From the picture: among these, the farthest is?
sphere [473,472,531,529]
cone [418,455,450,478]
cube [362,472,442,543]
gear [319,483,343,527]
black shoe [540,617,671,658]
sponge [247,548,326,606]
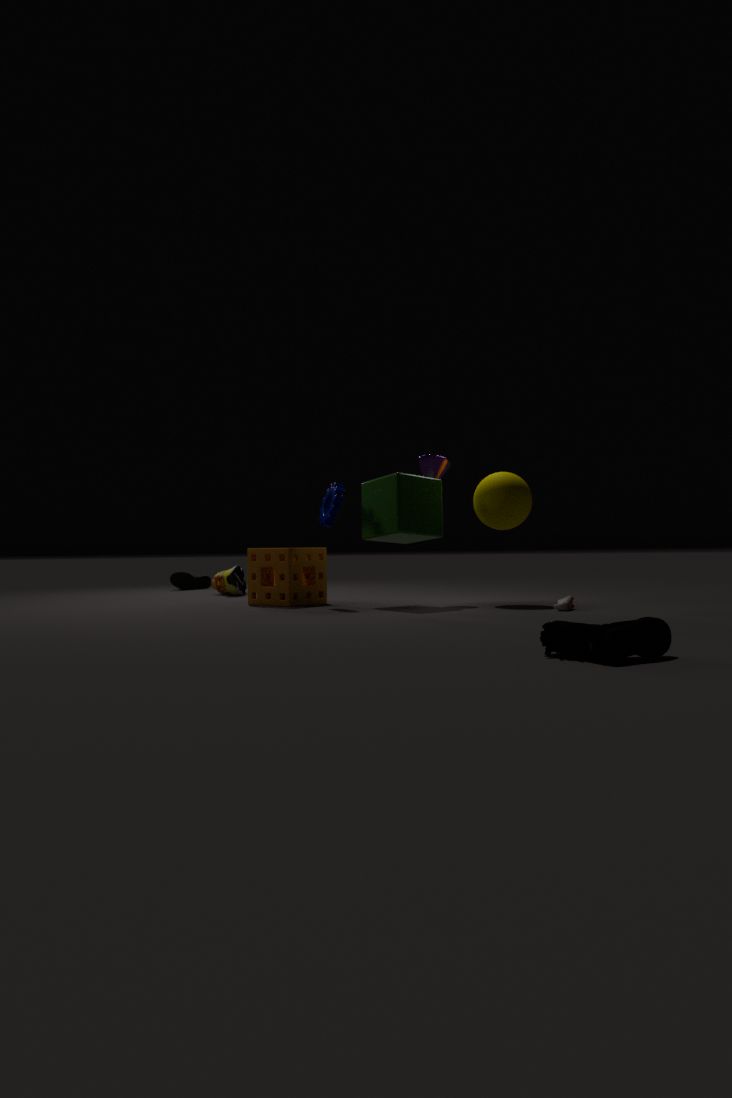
cone [418,455,450,478]
